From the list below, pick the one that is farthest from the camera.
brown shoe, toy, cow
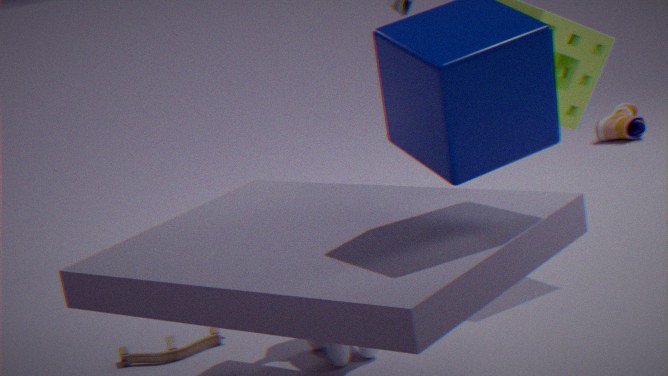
brown shoe
